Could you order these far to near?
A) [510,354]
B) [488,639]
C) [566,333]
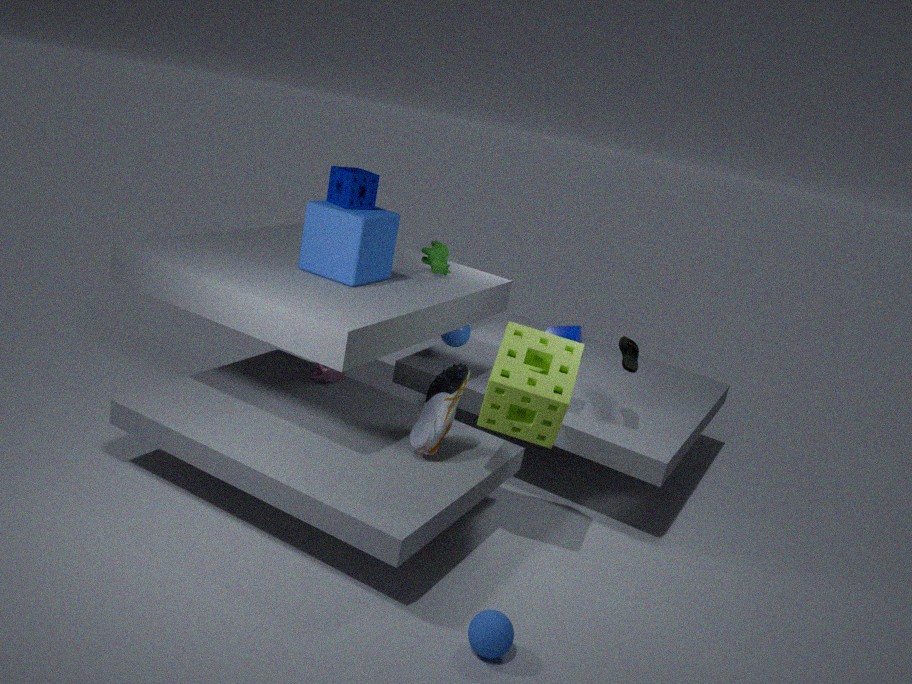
[566,333]
[510,354]
[488,639]
